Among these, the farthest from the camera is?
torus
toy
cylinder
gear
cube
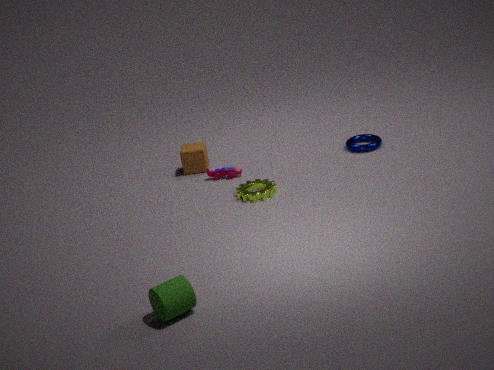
cube
